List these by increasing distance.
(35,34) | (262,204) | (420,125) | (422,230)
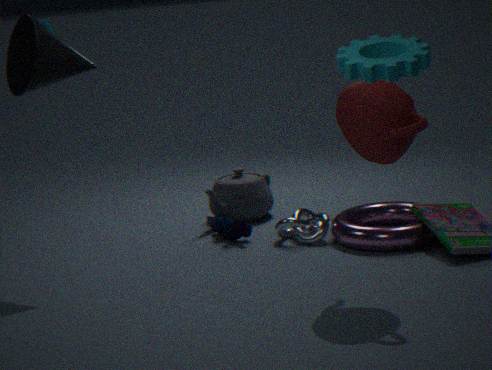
1. (35,34)
2. (420,125)
3. (422,230)
4. (262,204)
